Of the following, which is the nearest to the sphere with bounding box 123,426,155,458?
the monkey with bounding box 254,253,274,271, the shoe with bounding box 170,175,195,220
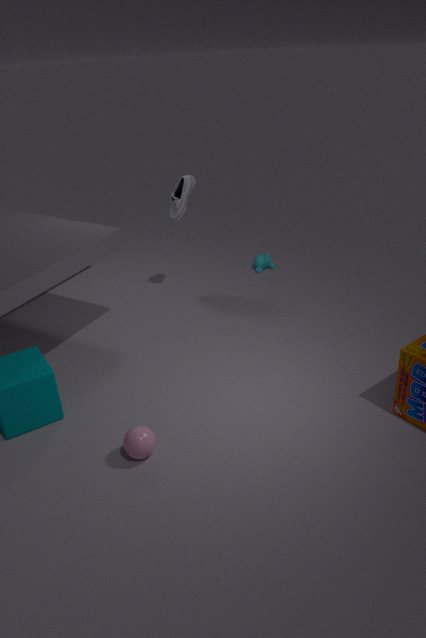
the shoe with bounding box 170,175,195,220
